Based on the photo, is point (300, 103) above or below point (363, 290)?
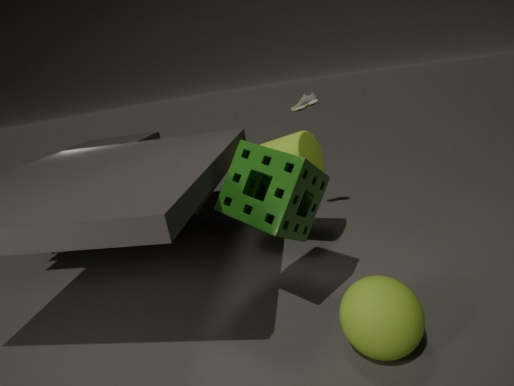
above
